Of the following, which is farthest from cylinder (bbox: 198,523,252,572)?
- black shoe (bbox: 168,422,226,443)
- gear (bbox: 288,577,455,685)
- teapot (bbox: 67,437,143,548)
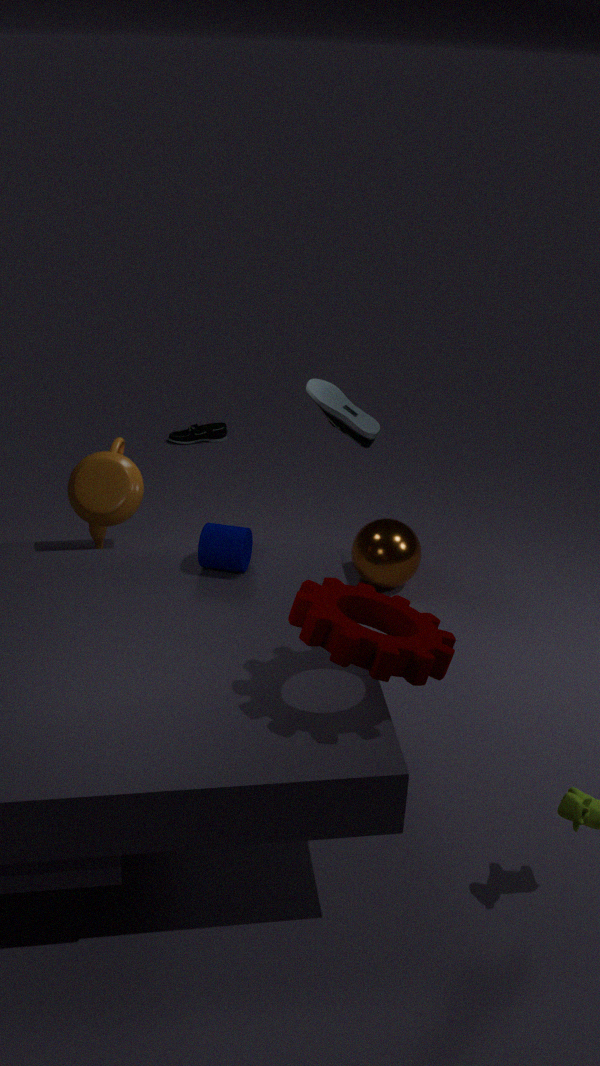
black shoe (bbox: 168,422,226,443)
